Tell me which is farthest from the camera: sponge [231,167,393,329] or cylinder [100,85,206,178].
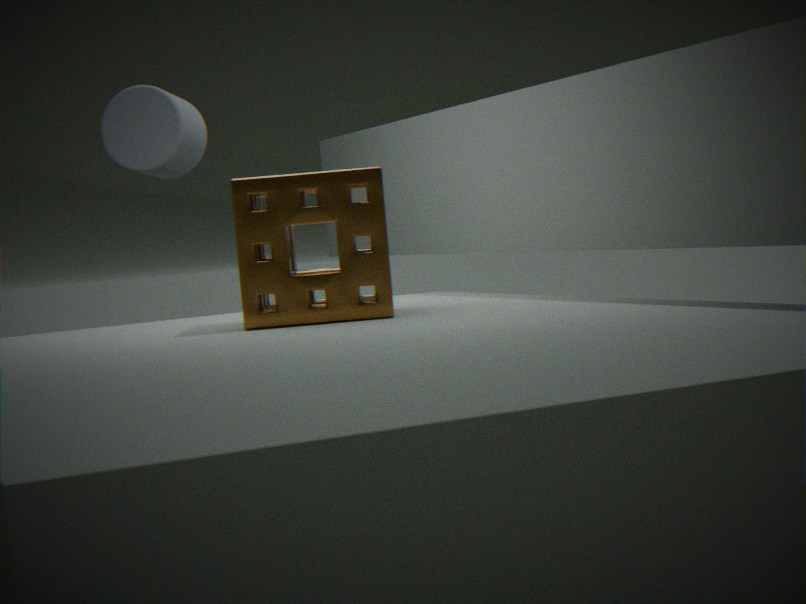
cylinder [100,85,206,178]
